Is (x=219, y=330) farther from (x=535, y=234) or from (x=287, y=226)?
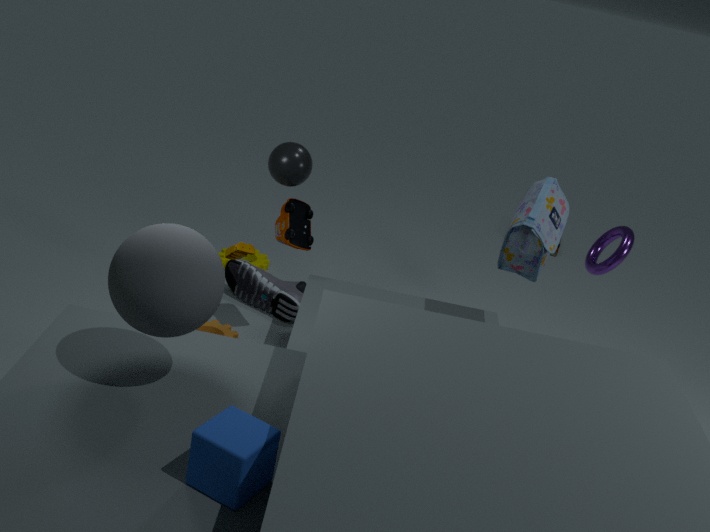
(x=535, y=234)
